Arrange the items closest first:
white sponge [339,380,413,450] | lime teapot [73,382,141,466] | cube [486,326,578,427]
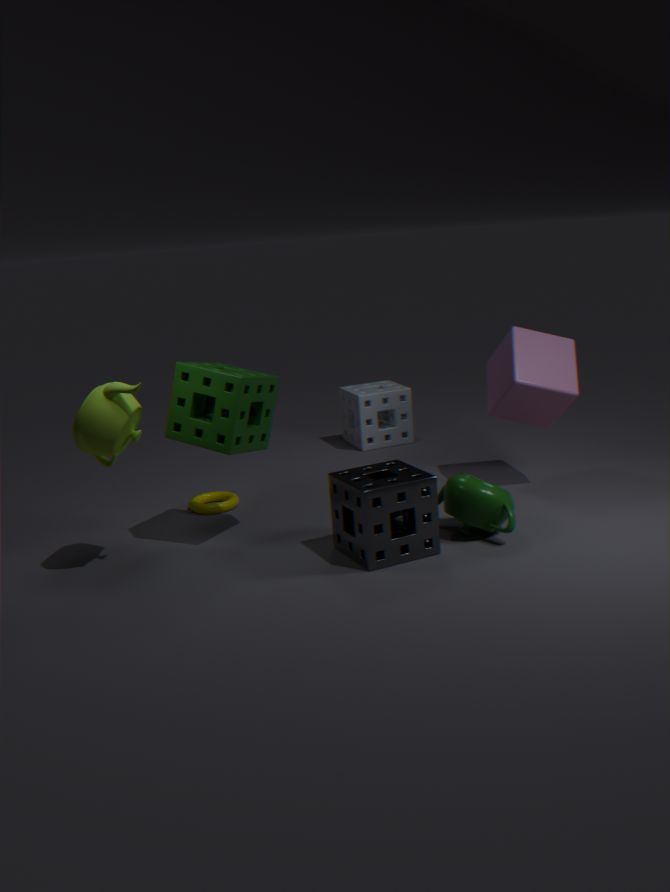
lime teapot [73,382,141,466] → cube [486,326,578,427] → white sponge [339,380,413,450]
